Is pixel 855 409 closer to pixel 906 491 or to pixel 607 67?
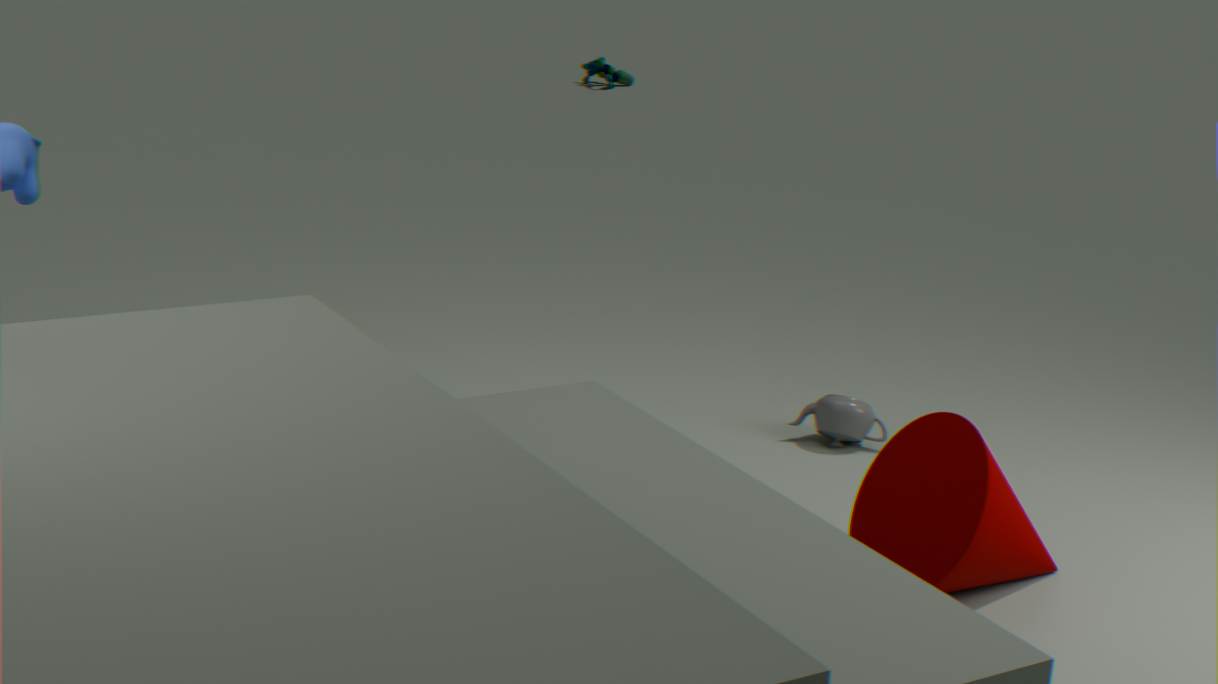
pixel 906 491
